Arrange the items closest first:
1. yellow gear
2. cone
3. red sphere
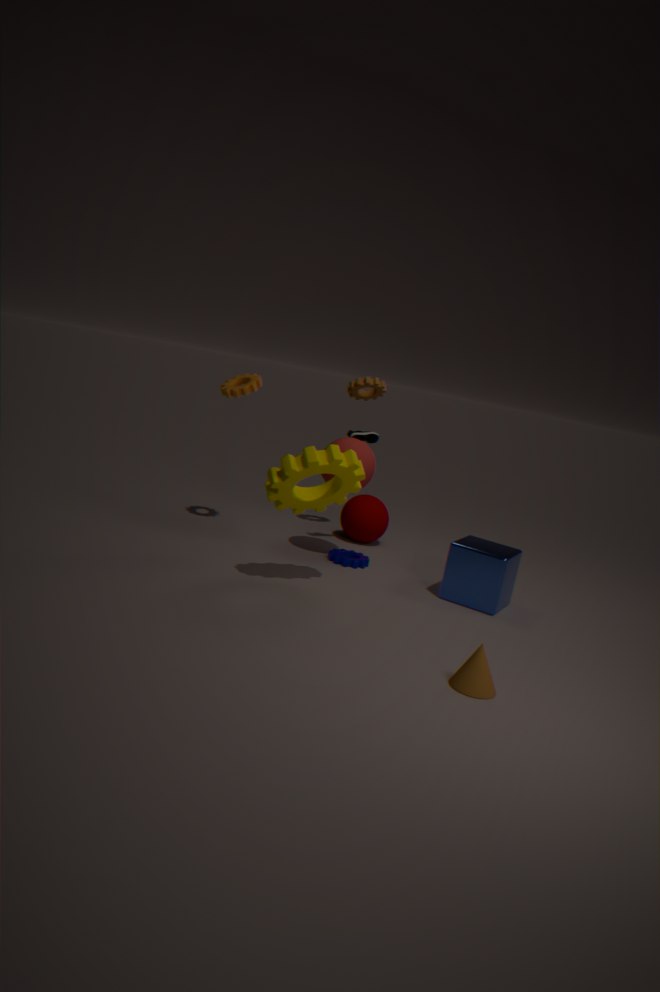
cone < yellow gear < red sphere
